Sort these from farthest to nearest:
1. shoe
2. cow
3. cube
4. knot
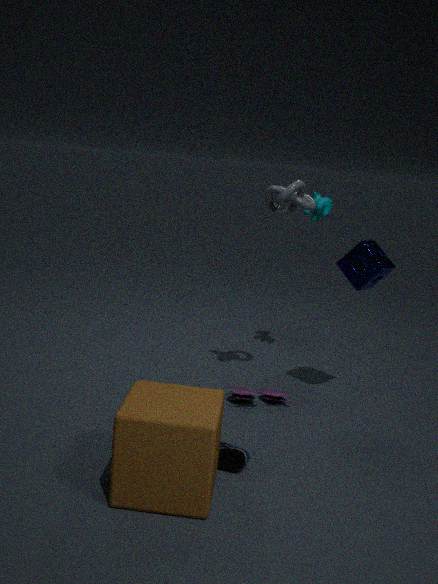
1. cow
2. knot
3. shoe
4. cube
